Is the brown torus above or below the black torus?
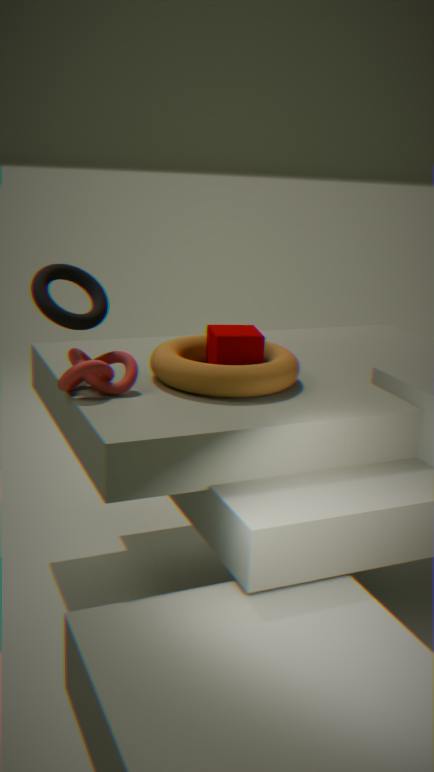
→ below
